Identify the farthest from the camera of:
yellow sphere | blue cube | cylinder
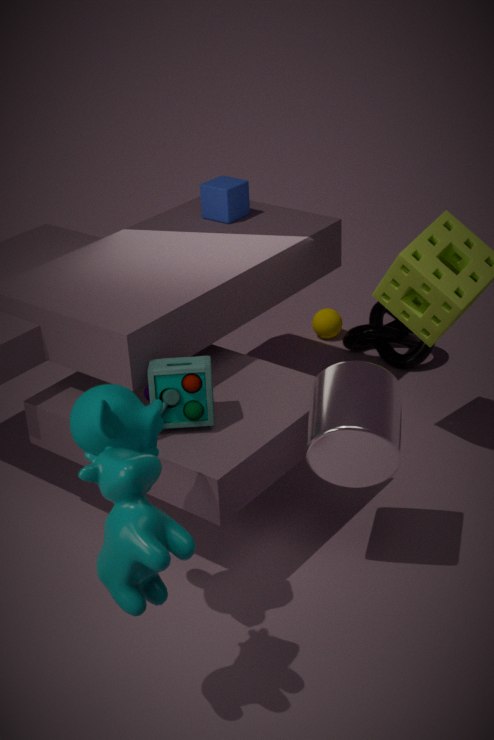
yellow sphere
